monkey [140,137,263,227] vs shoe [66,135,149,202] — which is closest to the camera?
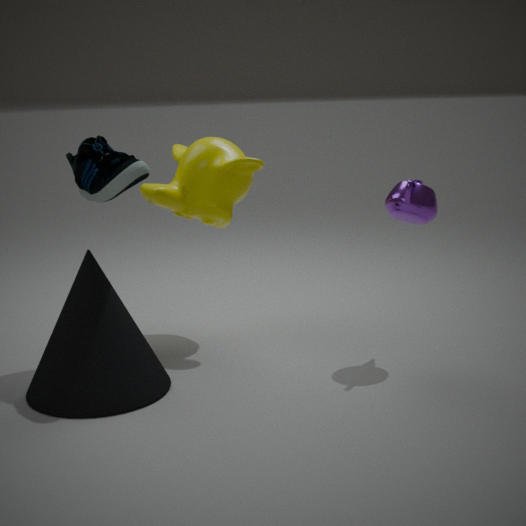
shoe [66,135,149,202]
